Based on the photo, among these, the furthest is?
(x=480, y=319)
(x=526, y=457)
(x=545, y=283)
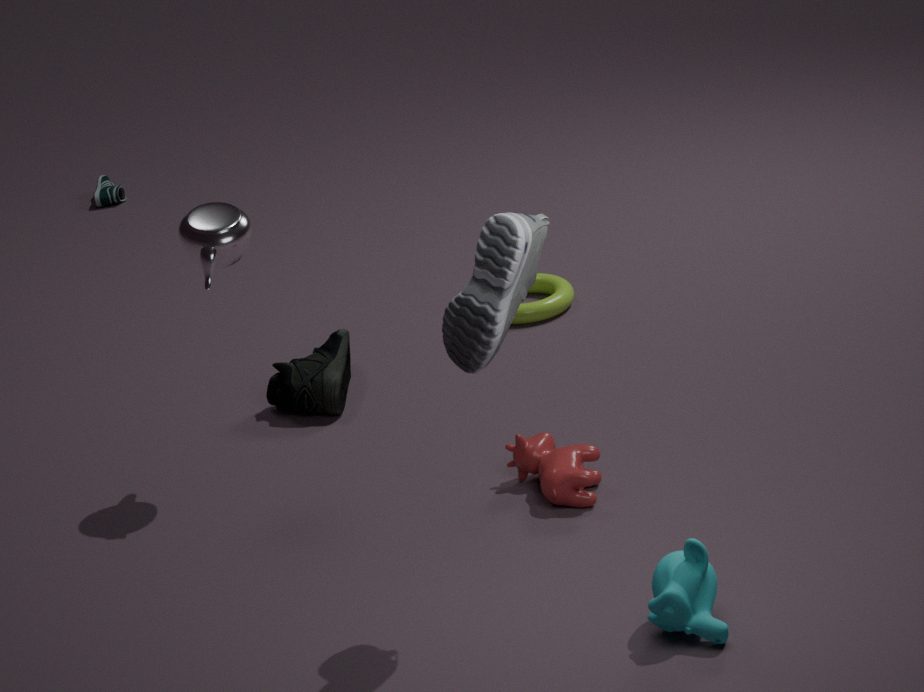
(x=545, y=283)
